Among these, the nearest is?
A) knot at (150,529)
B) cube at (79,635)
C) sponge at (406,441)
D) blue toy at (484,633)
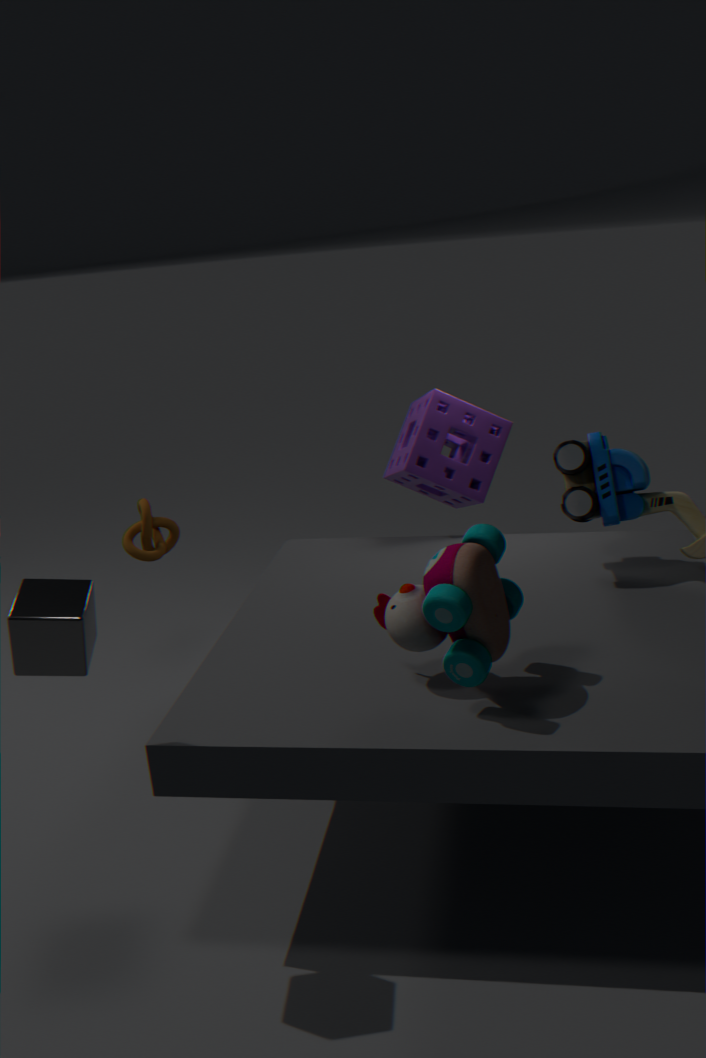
cube at (79,635)
